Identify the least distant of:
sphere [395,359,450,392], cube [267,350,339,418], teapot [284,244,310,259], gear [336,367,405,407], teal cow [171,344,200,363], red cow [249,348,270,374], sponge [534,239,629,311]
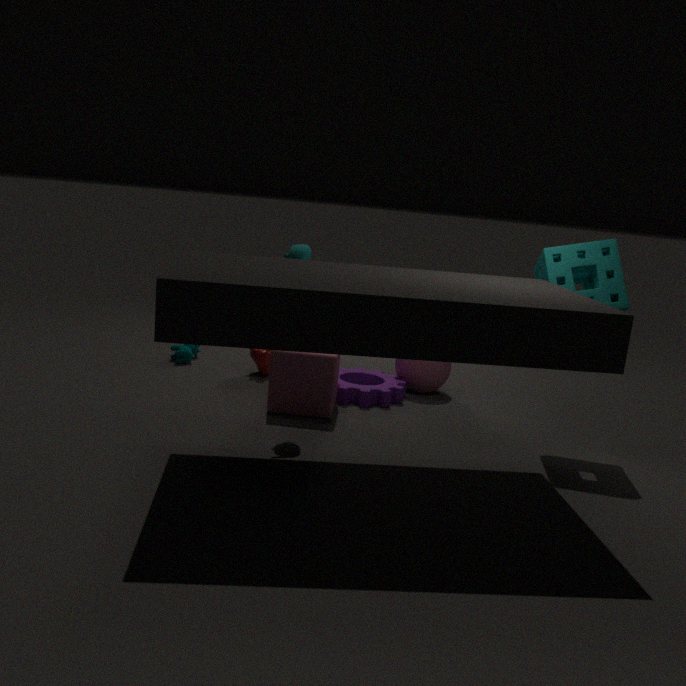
sponge [534,239,629,311]
